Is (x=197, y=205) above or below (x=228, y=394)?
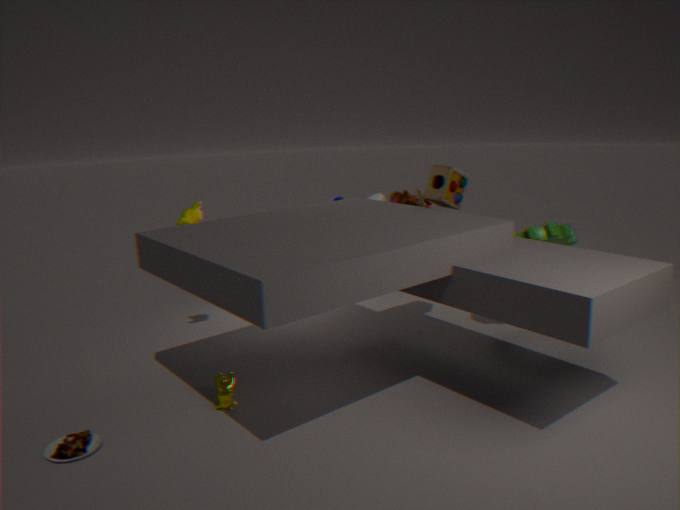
above
